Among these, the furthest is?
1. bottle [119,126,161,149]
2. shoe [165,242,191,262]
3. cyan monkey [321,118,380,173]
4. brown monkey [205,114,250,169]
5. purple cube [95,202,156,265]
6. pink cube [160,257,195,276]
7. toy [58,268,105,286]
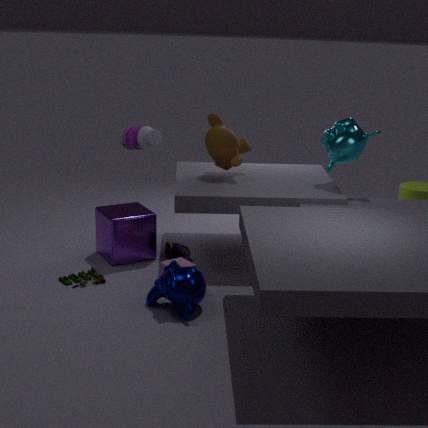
bottle [119,126,161,149]
